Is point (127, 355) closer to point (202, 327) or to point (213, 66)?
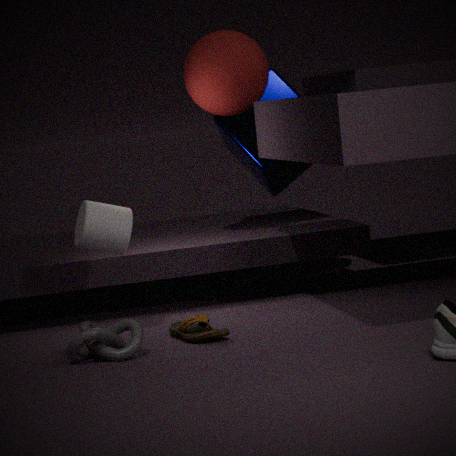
point (202, 327)
